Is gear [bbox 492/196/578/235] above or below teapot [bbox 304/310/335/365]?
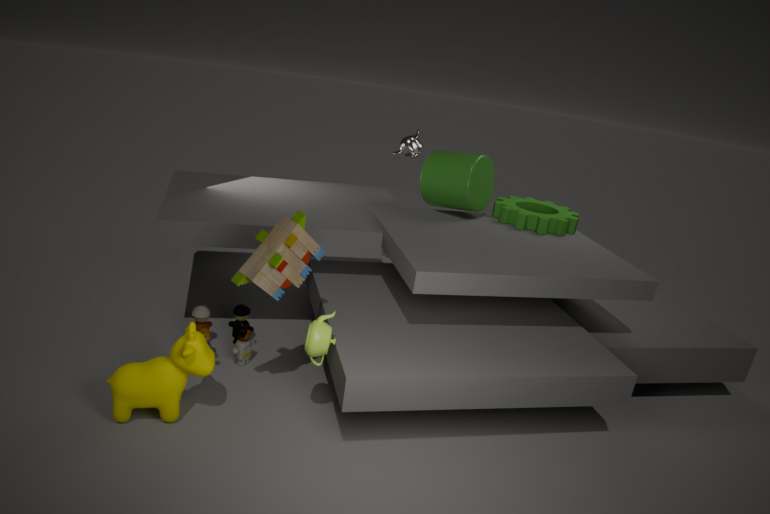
above
